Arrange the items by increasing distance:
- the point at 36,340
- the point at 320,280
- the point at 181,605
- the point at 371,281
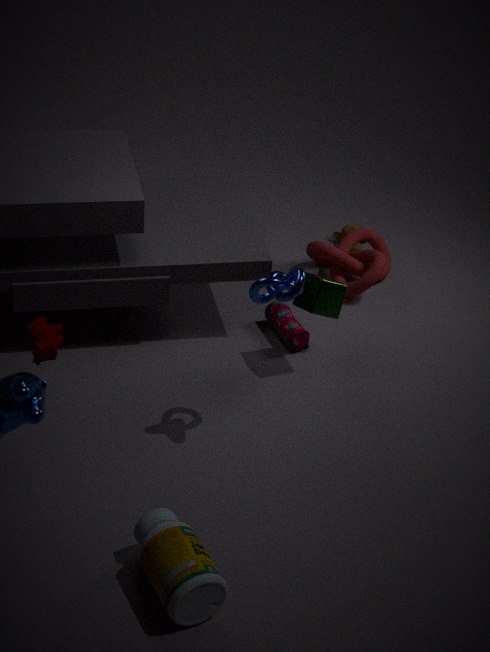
the point at 181,605 → the point at 36,340 → the point at 320,280 → the point at 371,281
